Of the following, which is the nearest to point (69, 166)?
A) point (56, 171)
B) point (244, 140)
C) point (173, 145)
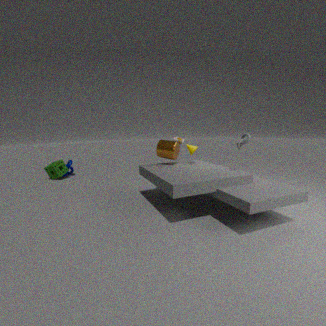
point (56, 171)
